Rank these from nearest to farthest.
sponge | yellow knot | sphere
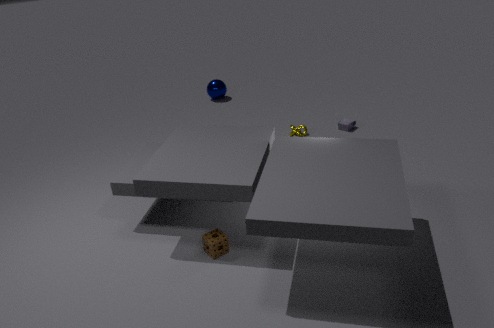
1. sponge
2. yellow knot
3. sphere
